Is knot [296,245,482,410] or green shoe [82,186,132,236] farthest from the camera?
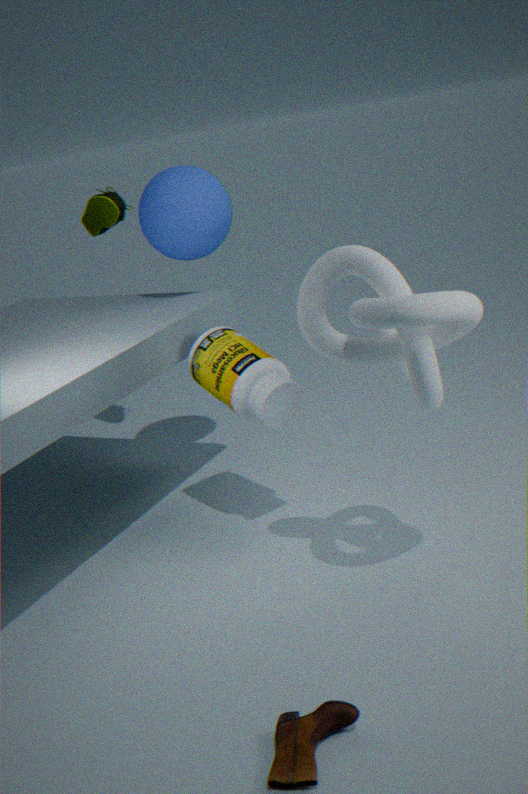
green shoe [82,186,132,236]
